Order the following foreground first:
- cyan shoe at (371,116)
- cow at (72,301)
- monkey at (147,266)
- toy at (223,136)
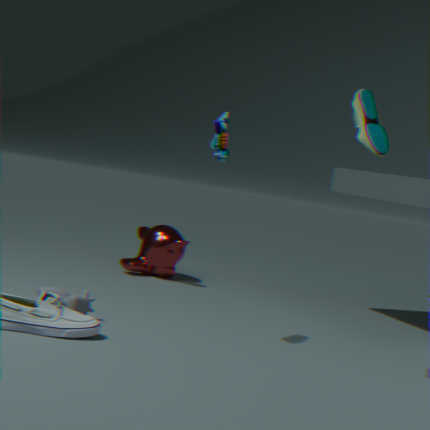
cyan shoe at (371,116) → toy at (223,136) → cow at (72,301) → monkey at (147,266)
